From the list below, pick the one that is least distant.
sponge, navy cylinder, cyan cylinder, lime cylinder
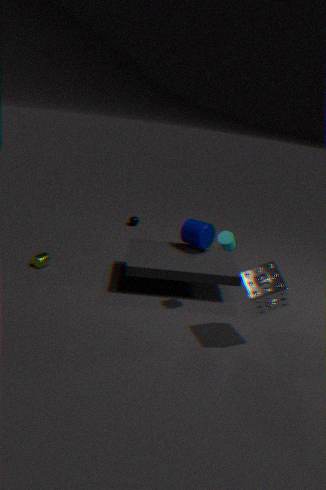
sponge
